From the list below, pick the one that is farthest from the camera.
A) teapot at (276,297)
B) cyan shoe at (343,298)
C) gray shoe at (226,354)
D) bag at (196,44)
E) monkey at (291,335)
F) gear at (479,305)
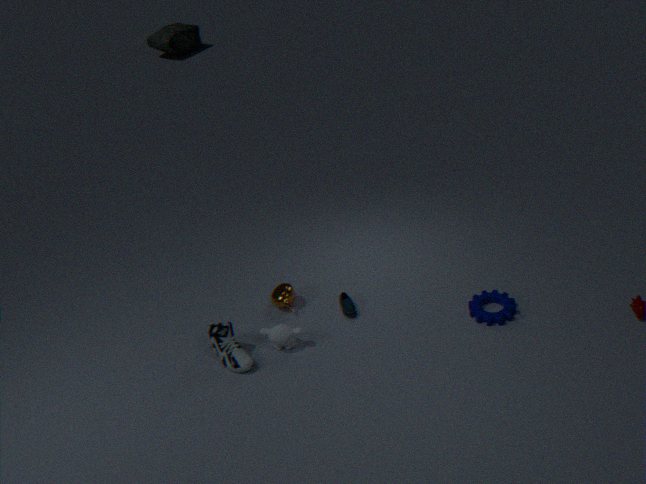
D. bag at (196,44)
